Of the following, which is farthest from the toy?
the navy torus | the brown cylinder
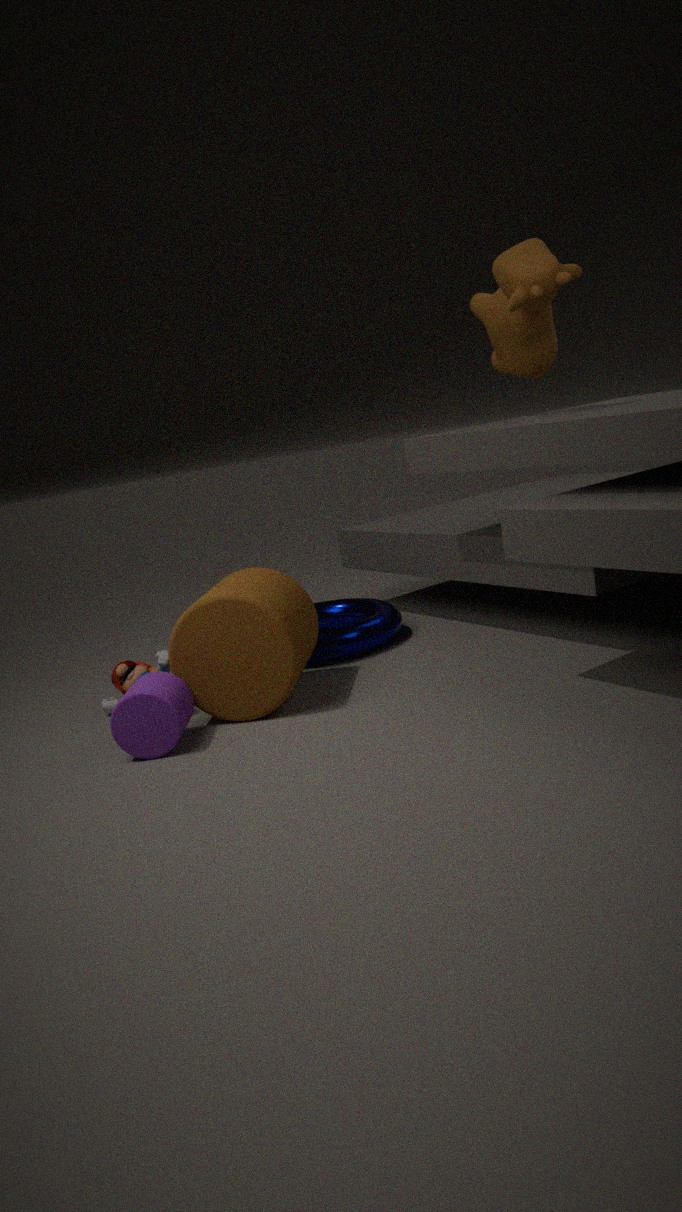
the navy torus
